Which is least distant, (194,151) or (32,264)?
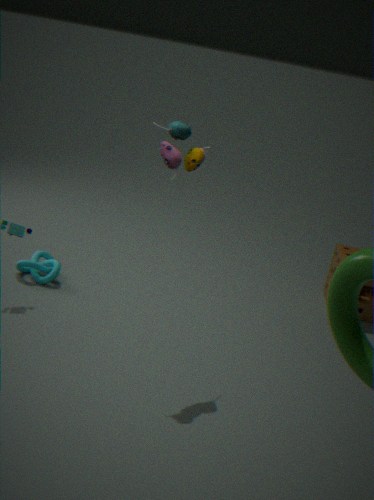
(194,151)
